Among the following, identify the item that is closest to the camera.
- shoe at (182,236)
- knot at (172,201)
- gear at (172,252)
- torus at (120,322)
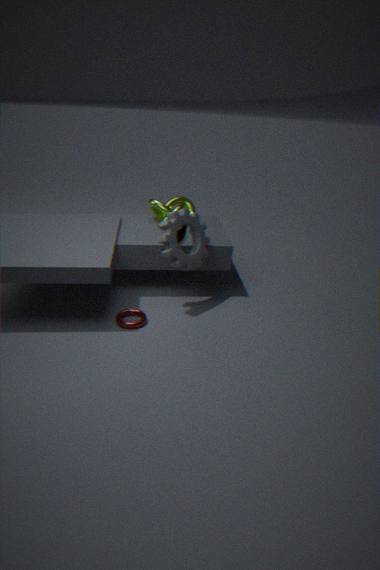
torus at (120,322)
